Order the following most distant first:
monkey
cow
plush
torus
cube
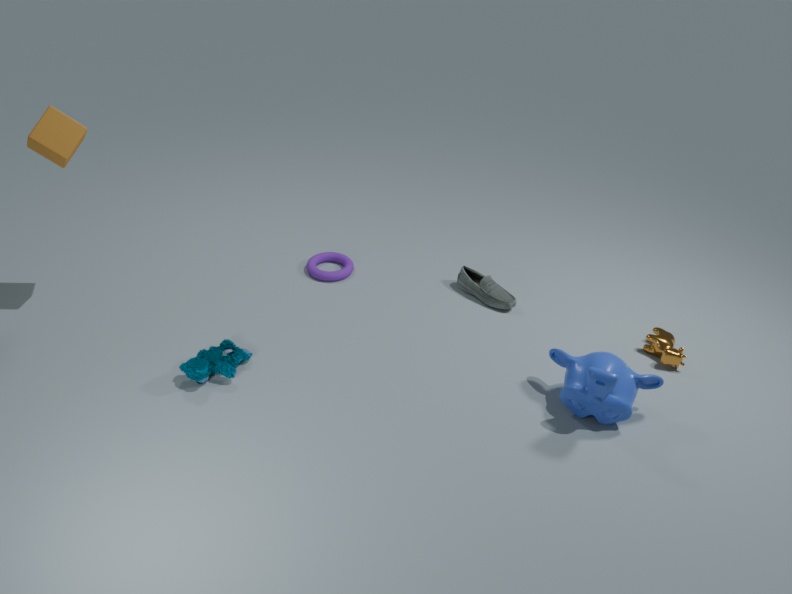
1. torus
2. cow
3. plush
4. cube
5. monkey
